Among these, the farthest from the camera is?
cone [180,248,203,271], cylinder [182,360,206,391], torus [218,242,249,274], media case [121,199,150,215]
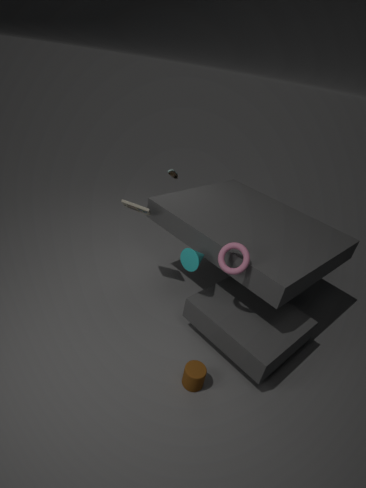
media case [121,199,150,215]
